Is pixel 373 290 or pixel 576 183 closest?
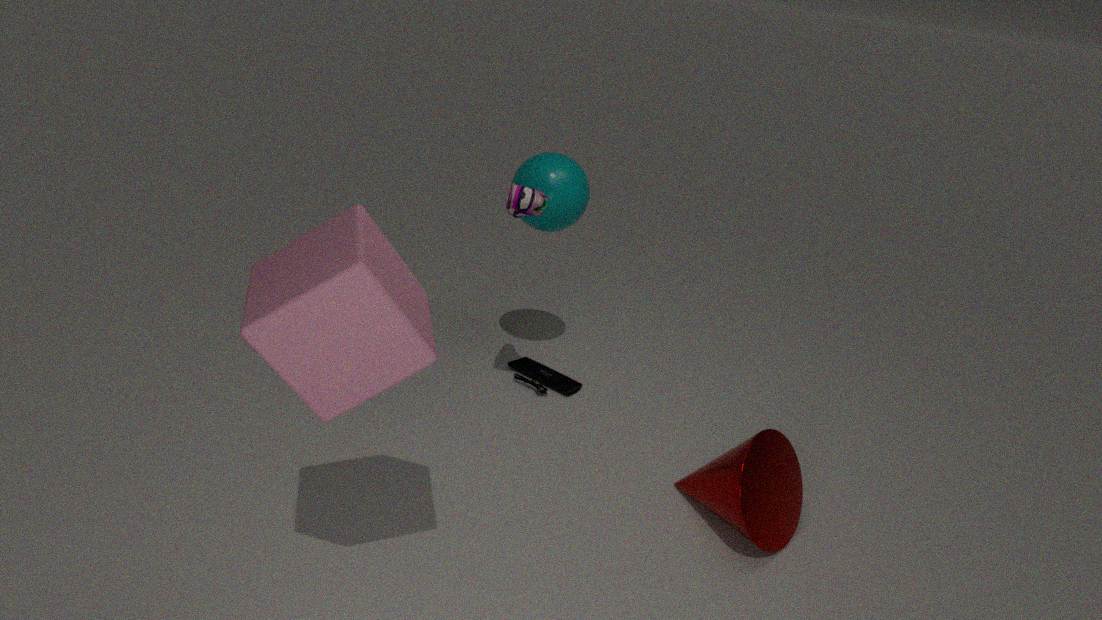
pixel 373 290
